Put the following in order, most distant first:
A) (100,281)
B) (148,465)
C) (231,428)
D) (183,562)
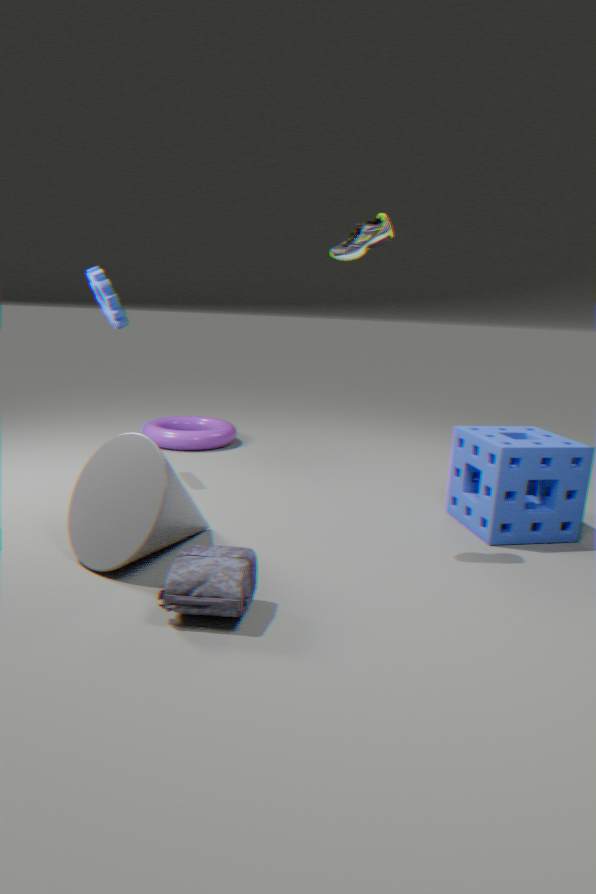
(231,428) → (100,281) → (148,465) → (183,562)
